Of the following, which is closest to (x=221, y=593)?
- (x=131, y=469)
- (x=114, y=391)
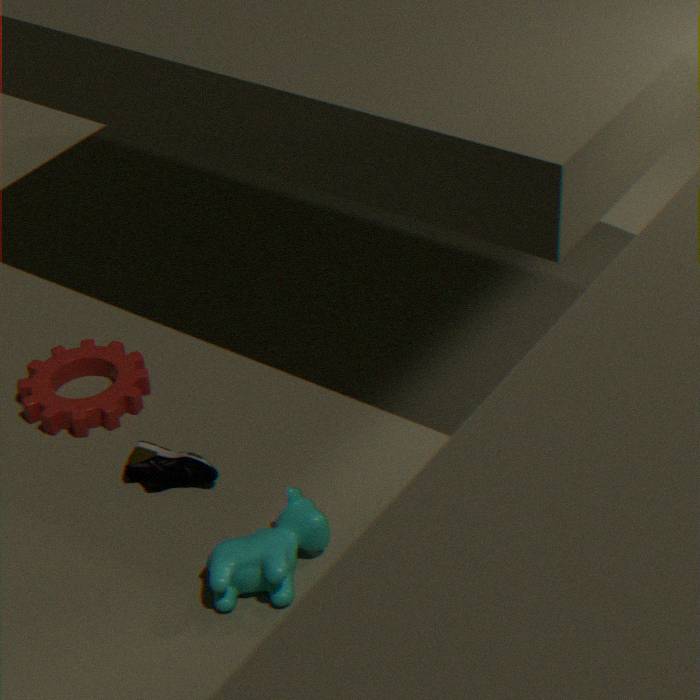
(x=131, y=469)
